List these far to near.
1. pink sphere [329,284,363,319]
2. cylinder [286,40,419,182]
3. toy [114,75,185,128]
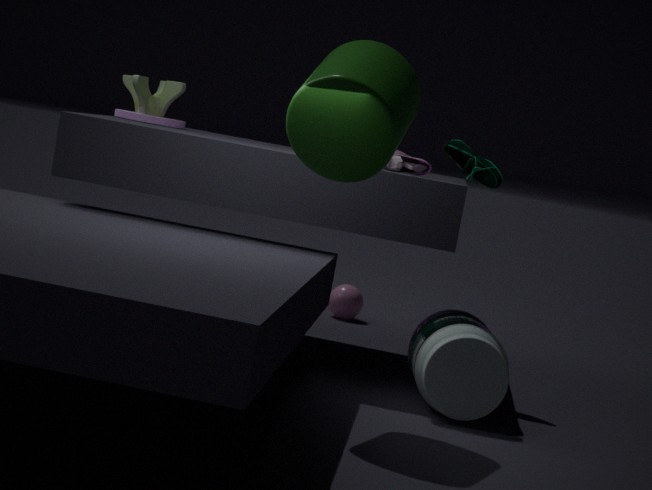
pink sphere [329,284,363,319] < toy [114,75,185,128] < cylinder [286,40,419,182]
